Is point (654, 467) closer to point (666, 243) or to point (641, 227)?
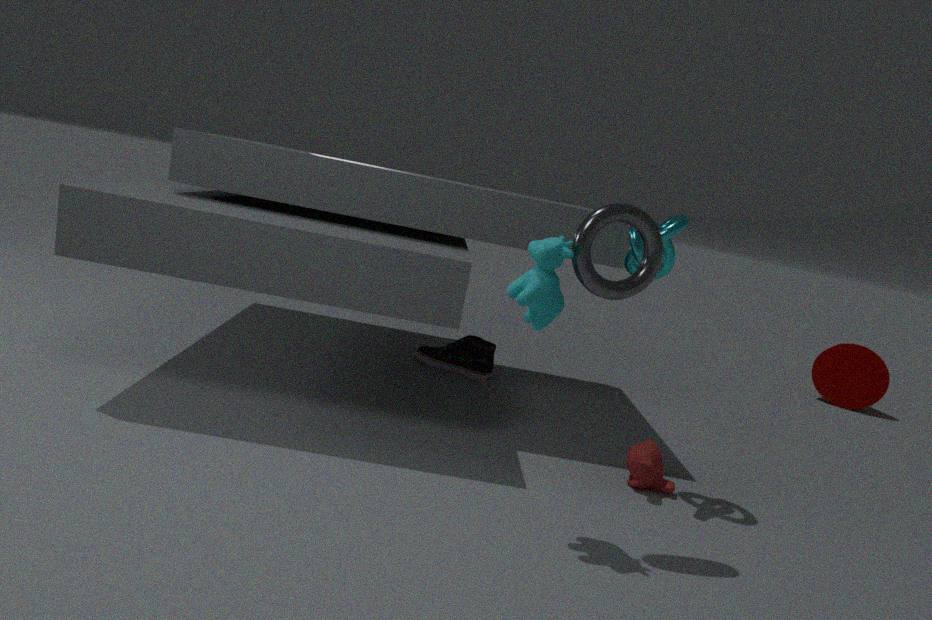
point (666, 243)
